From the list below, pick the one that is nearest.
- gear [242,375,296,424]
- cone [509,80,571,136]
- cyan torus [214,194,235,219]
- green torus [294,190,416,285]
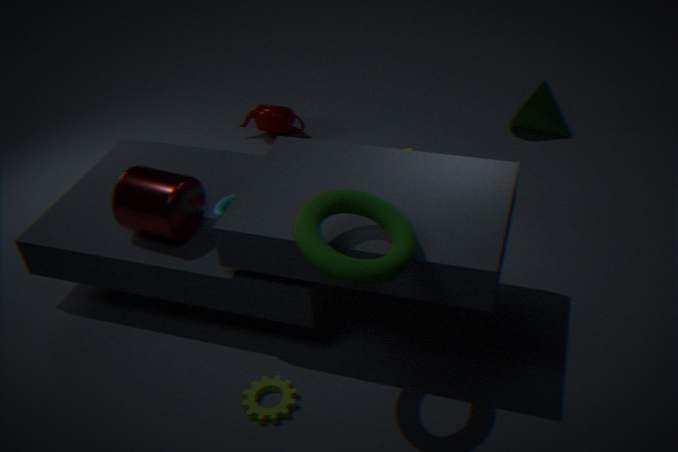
green torus [294,190,416,285]
